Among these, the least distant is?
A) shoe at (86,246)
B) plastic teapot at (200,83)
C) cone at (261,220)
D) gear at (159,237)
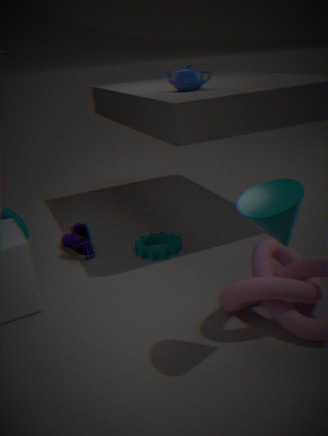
cone at (261,220)
